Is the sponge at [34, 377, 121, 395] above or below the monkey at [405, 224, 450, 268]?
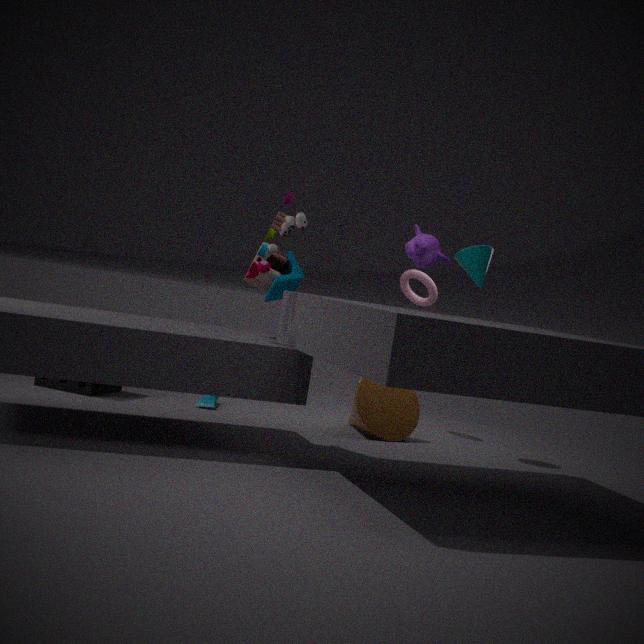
below
